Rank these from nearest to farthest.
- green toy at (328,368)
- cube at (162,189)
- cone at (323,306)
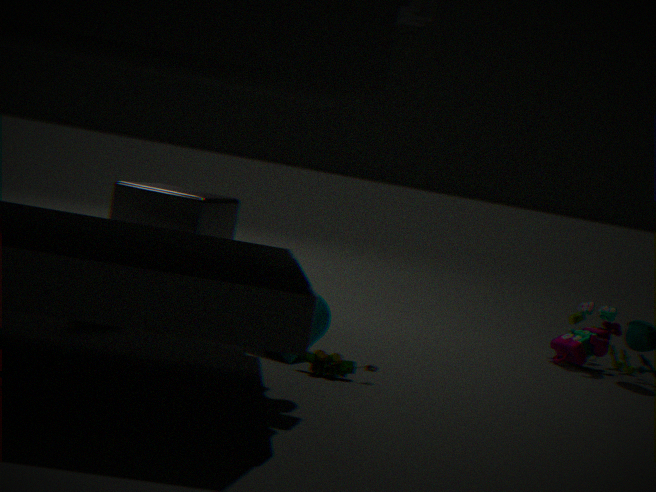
1. green toy at (328,368)
2. cone at (323,306)
3. cube at (162,189)
